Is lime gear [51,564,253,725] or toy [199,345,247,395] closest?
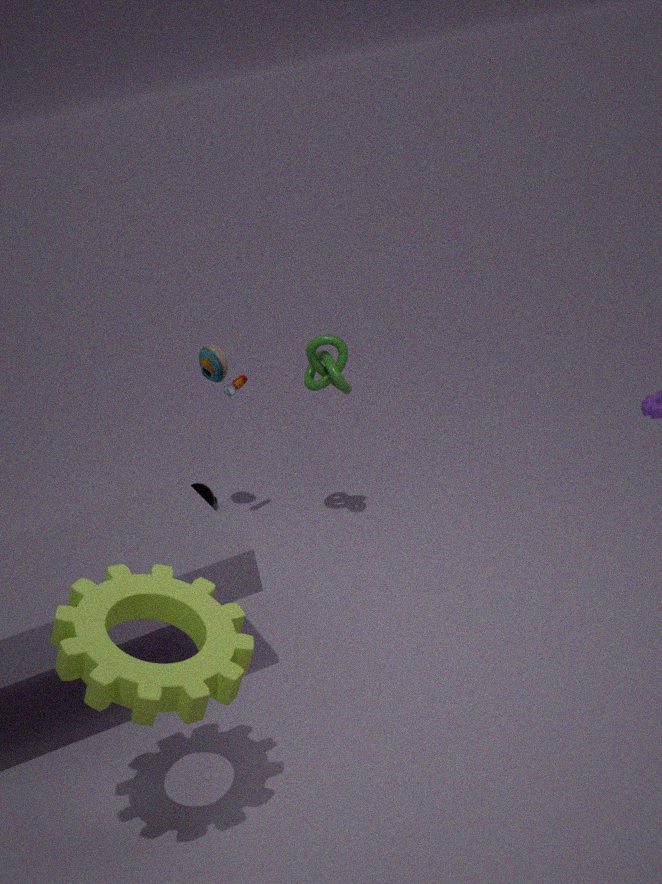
lime gear [51,564,253,725]
